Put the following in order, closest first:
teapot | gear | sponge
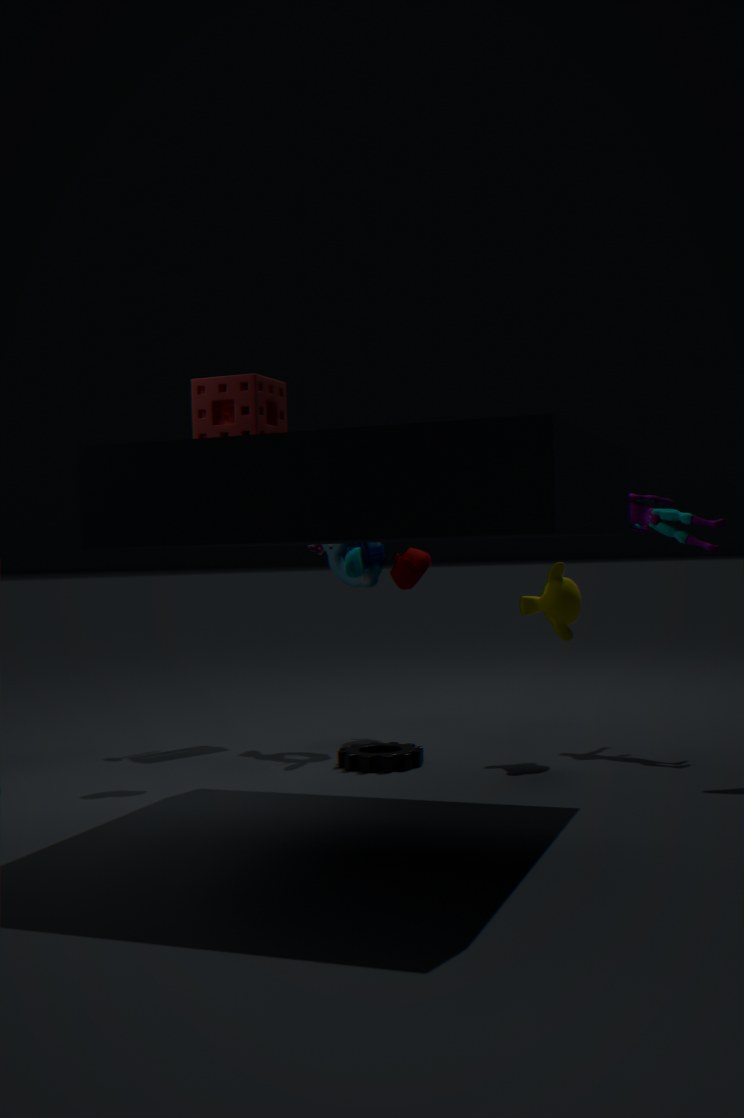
1. sponge
2. gear
3. teapot
